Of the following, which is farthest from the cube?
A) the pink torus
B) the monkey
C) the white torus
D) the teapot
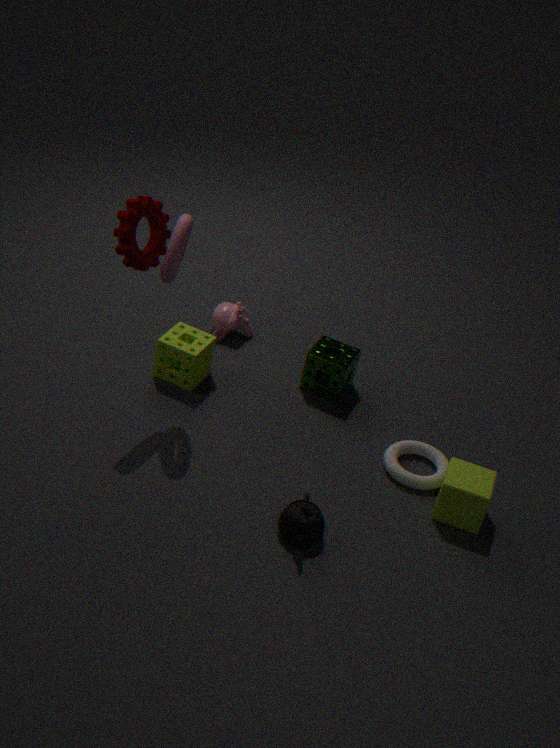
the pink torus
